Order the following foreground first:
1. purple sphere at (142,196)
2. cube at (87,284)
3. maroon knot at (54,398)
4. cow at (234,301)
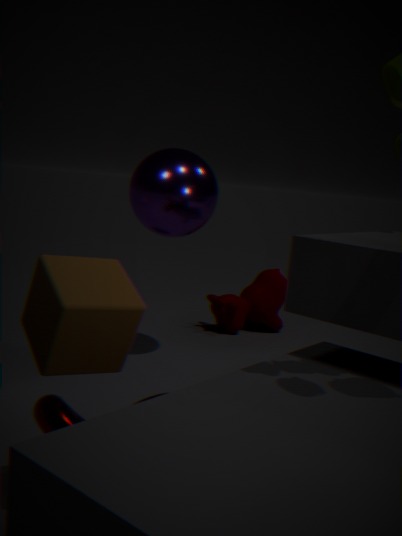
cube at (87,284), maroon knot at (54,398), purple sphere at (142,196), cow at (234,301)
